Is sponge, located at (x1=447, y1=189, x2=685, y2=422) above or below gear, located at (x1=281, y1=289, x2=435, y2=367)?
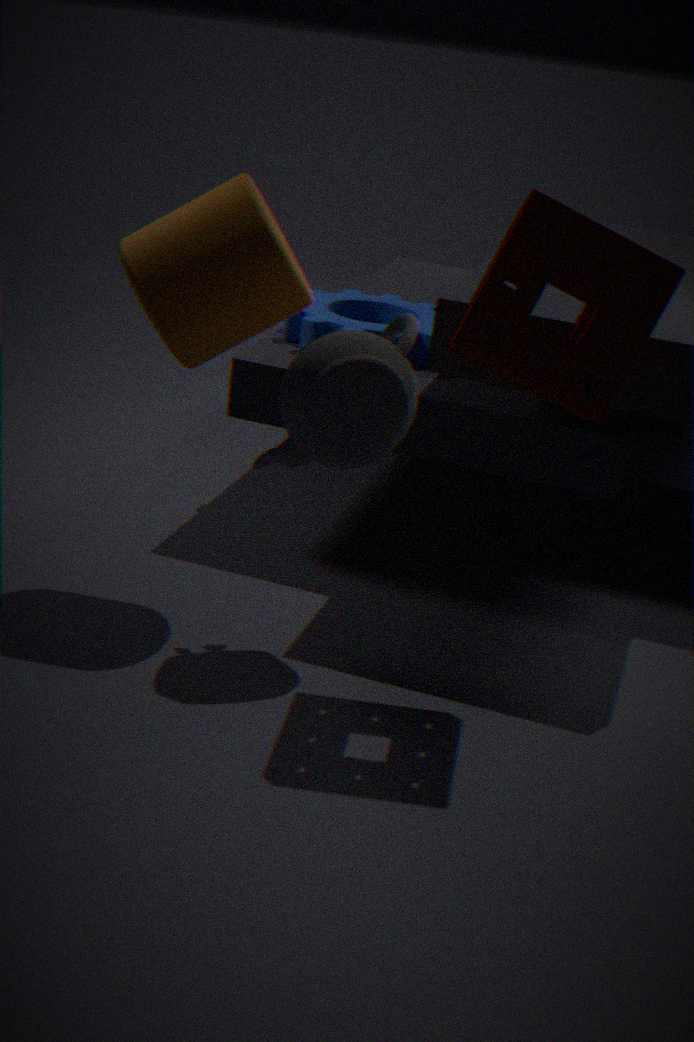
above
